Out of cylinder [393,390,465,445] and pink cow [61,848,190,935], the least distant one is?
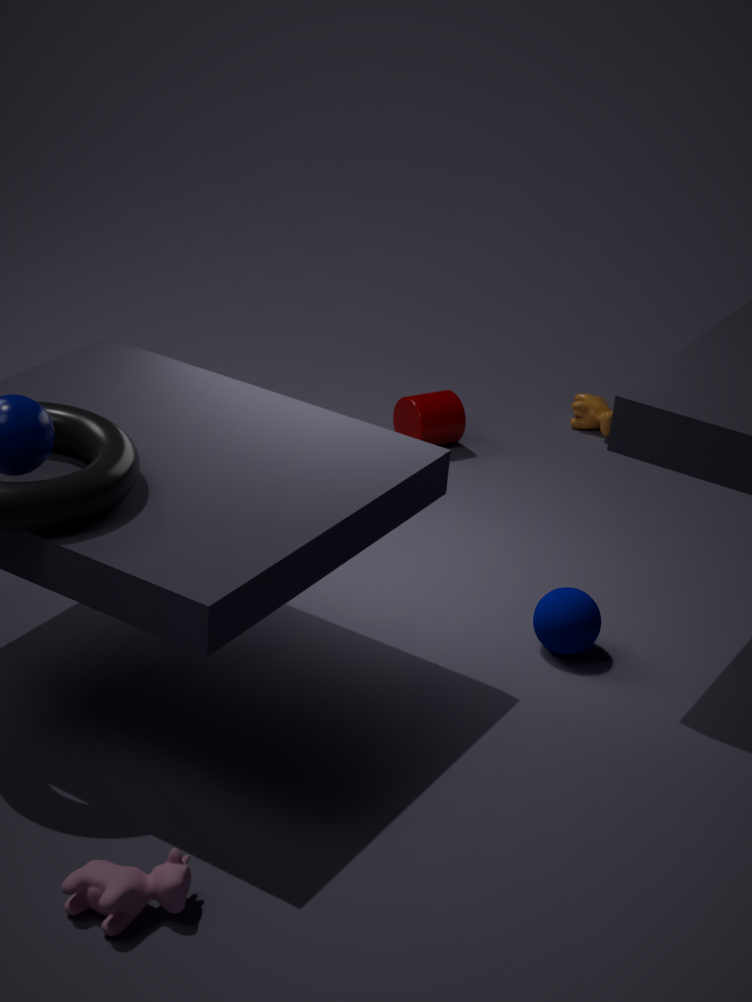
pink cow [61,848,190,935]
